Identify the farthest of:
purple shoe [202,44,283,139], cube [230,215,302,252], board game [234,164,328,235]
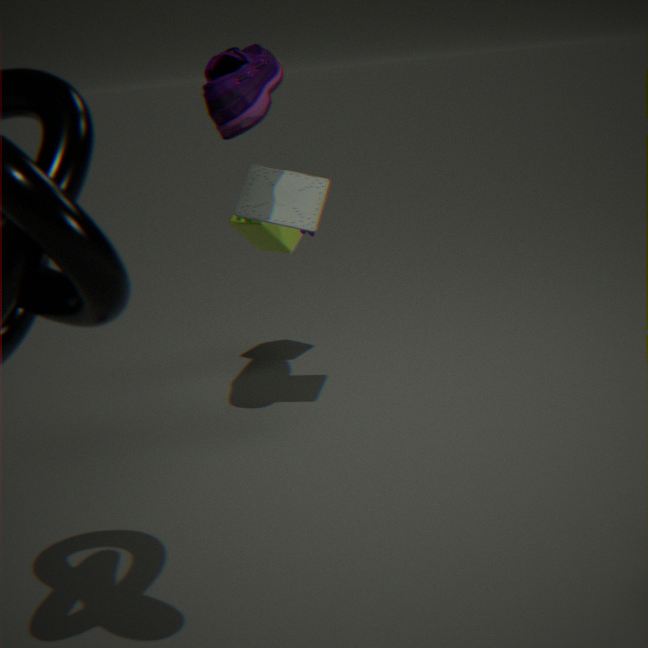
cube [230,215,302,252]
